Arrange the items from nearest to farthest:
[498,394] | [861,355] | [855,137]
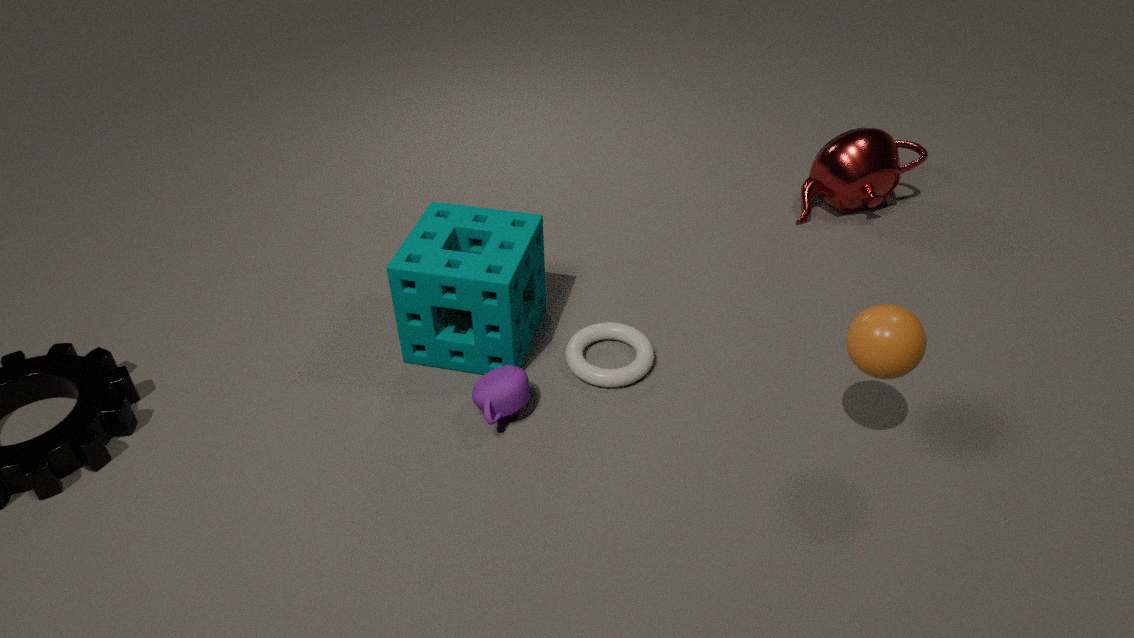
1. [861,355]
2. [498,394]
3. [855,137]
